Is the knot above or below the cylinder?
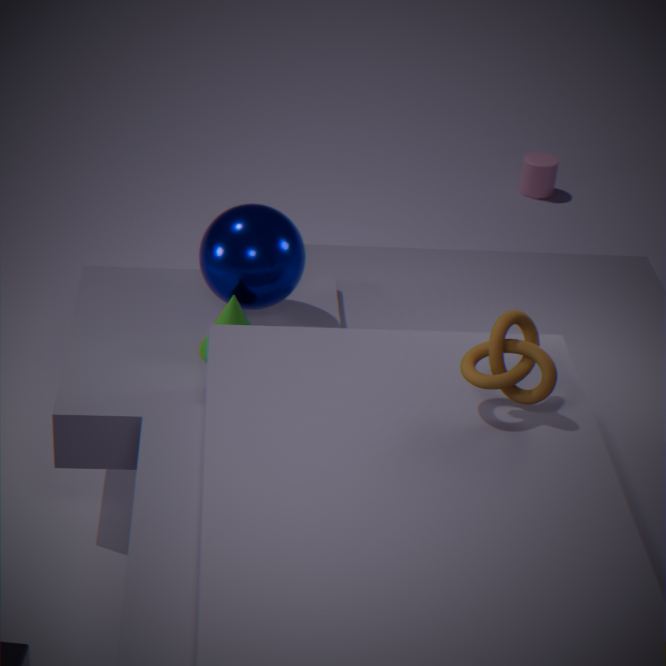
above
